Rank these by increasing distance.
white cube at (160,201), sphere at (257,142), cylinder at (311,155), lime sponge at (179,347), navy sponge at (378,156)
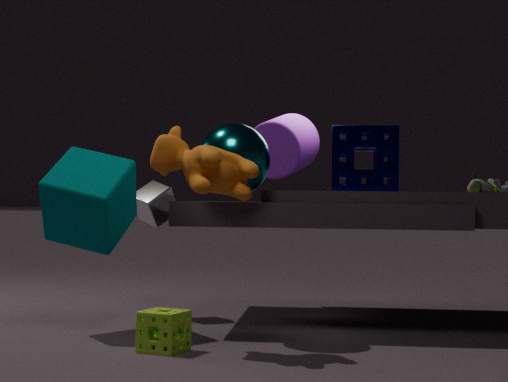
lime sponge at (179,347) < sphere at (257,142) < navy sponge at (378,156) < white cube at (160,201) < cylinder at (311,155)
